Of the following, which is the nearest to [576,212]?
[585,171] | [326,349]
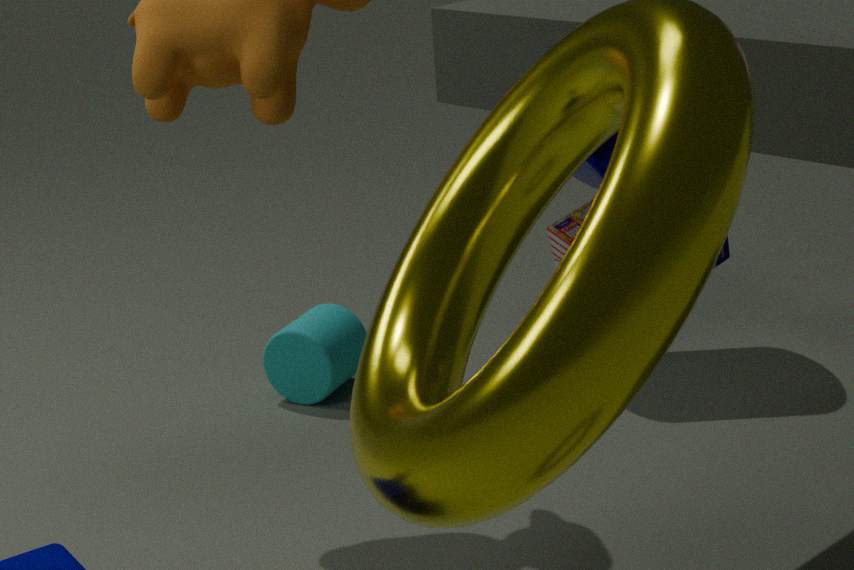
[585,171]
